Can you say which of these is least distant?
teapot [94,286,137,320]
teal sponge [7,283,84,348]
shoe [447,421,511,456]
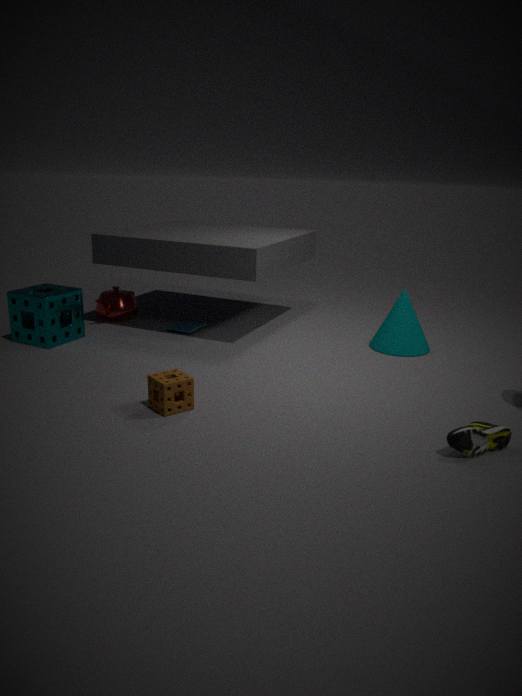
shoe [447,421,511,456]
